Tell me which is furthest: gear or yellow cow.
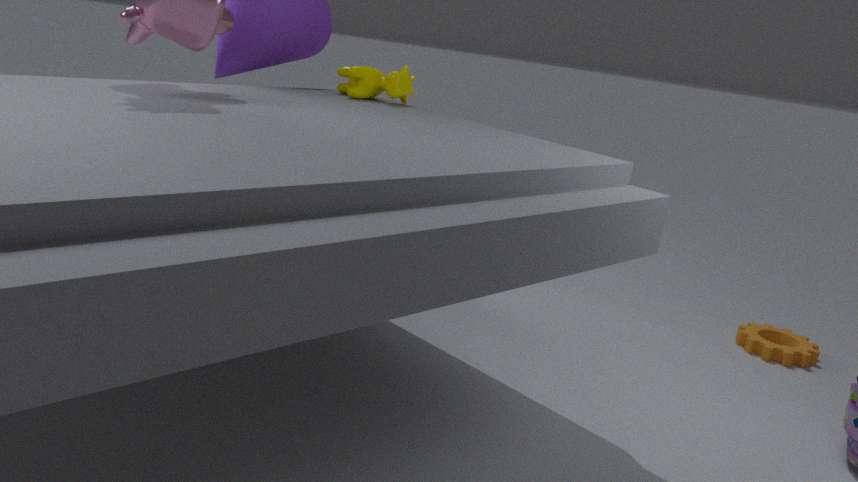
gear
